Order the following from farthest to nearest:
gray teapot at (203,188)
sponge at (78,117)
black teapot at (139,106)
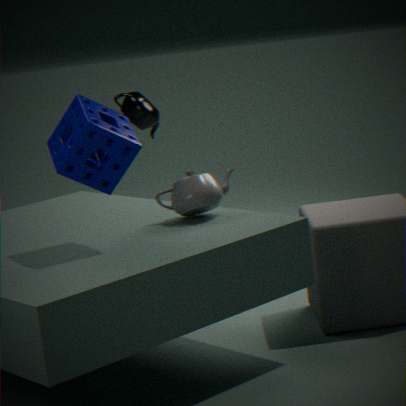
black teapot at (139,106)
gray teapot at (203,188)
sponge at (78,117)
